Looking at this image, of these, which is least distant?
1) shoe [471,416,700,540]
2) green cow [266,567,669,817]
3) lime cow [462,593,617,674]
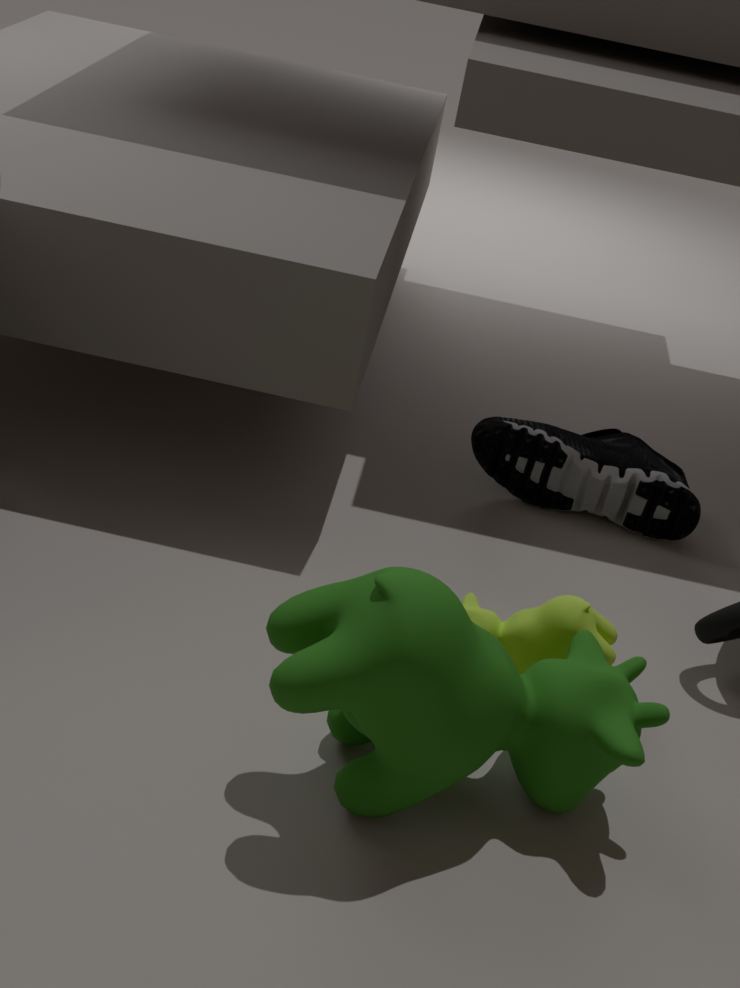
2. green cow [266,567,669,817]
